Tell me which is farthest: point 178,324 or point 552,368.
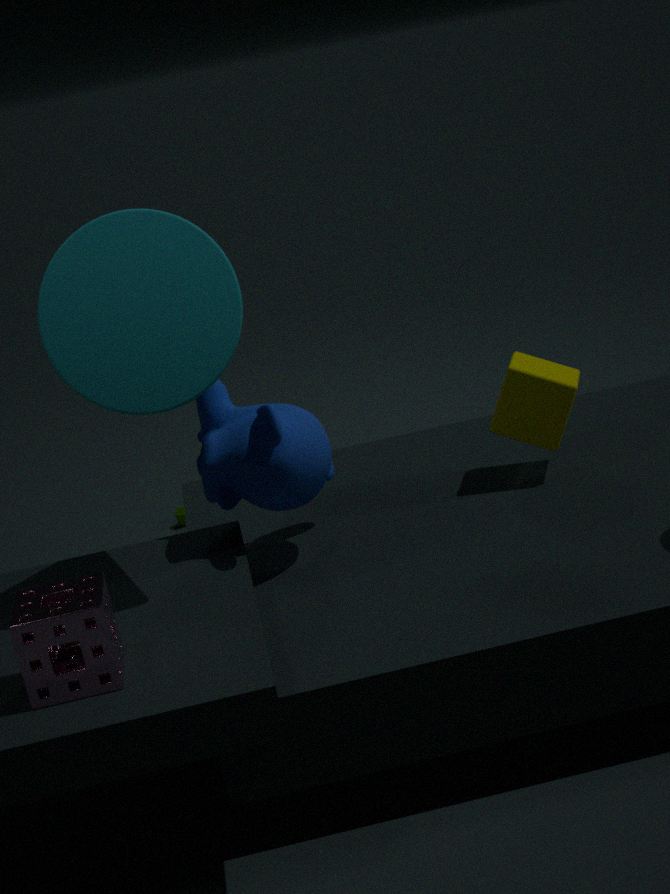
point 552,368
